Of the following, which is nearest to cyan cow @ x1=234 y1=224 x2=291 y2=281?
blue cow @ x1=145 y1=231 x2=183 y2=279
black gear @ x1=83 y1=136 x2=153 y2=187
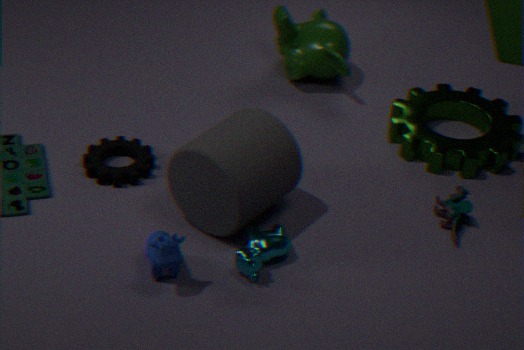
blue cow @ x1=145 y1=231 x2=183 y2=279
